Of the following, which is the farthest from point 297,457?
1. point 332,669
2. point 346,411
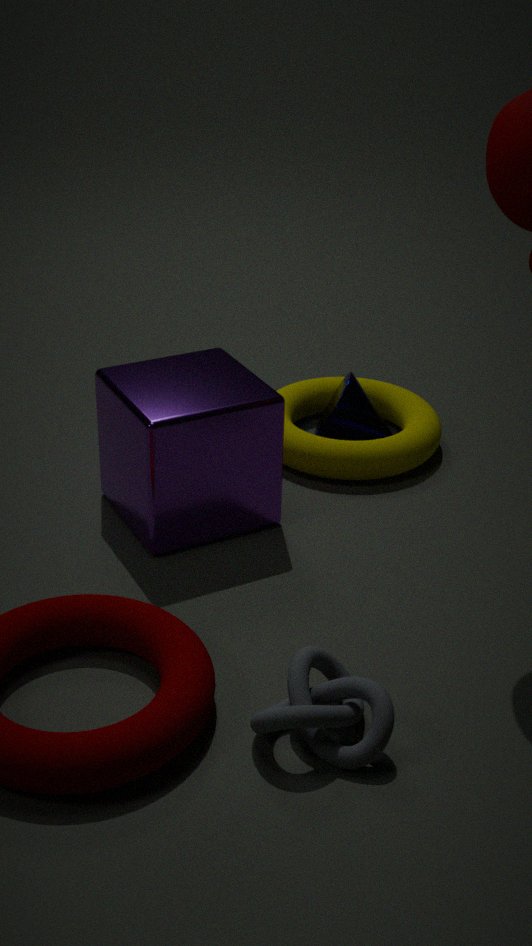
point 332,669
